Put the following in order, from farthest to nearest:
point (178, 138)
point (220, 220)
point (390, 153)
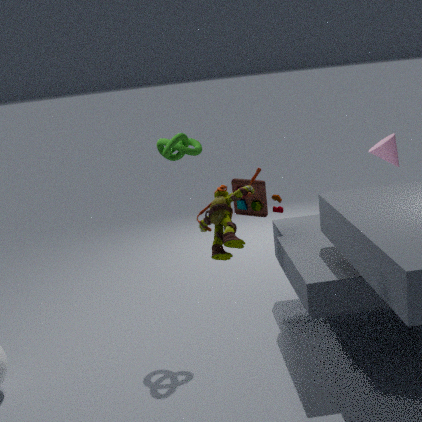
point (390, 153) → point (178, 138) → point (220, 220)
